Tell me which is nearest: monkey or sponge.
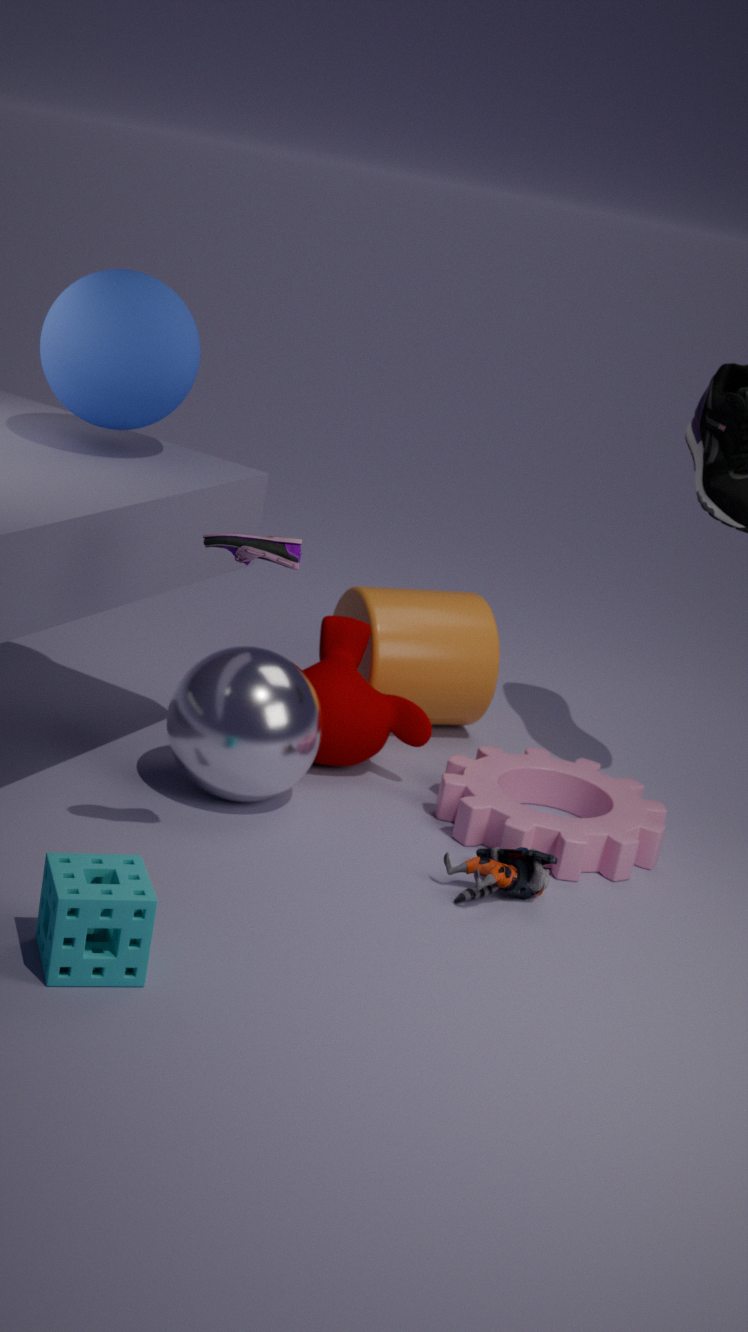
sponge
